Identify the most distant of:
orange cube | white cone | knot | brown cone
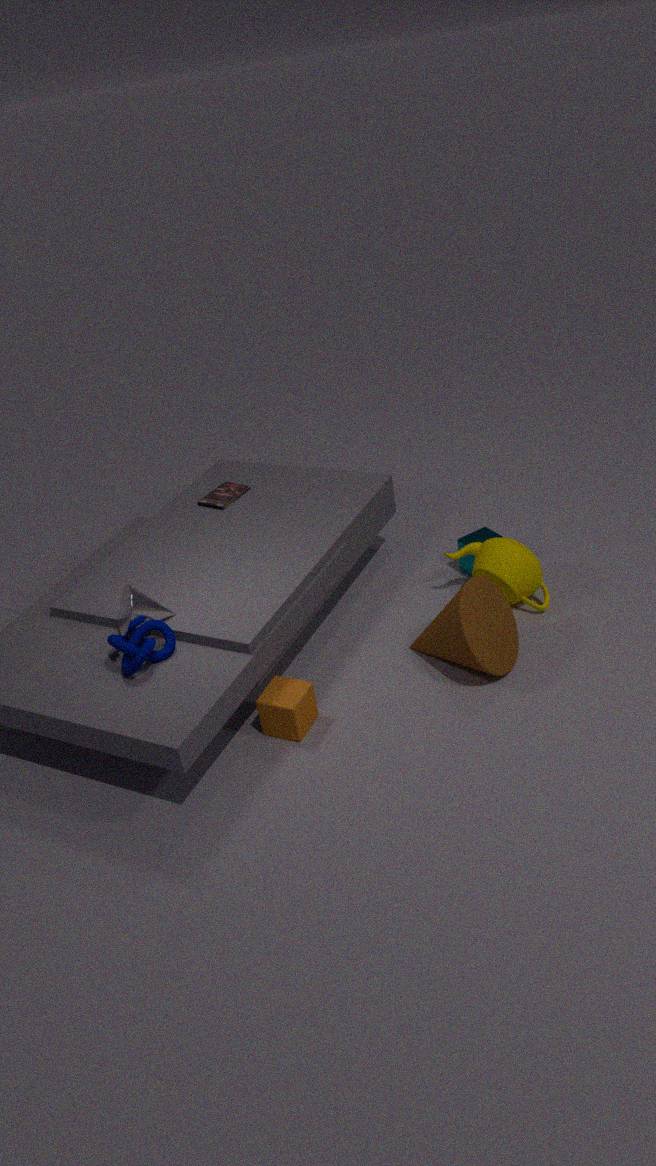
brown cone
